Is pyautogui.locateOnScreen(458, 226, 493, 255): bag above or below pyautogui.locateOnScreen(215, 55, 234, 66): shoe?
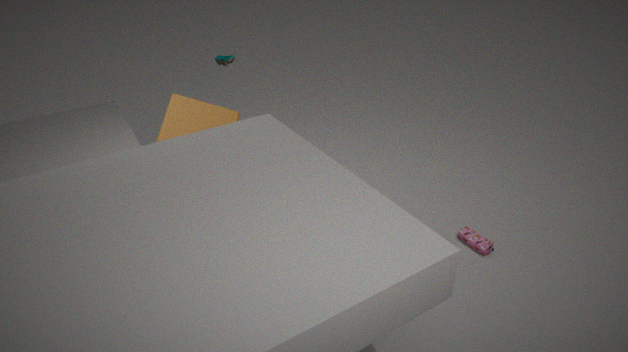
below
